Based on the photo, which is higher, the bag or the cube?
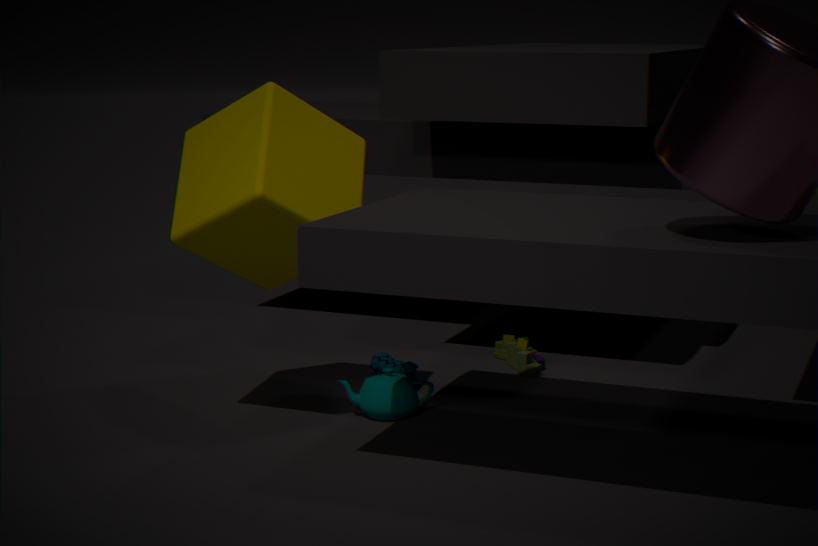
the cube
